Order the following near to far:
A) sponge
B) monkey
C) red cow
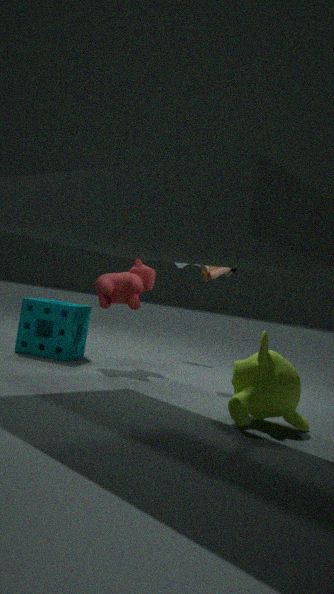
monkey → red cow → sponge
